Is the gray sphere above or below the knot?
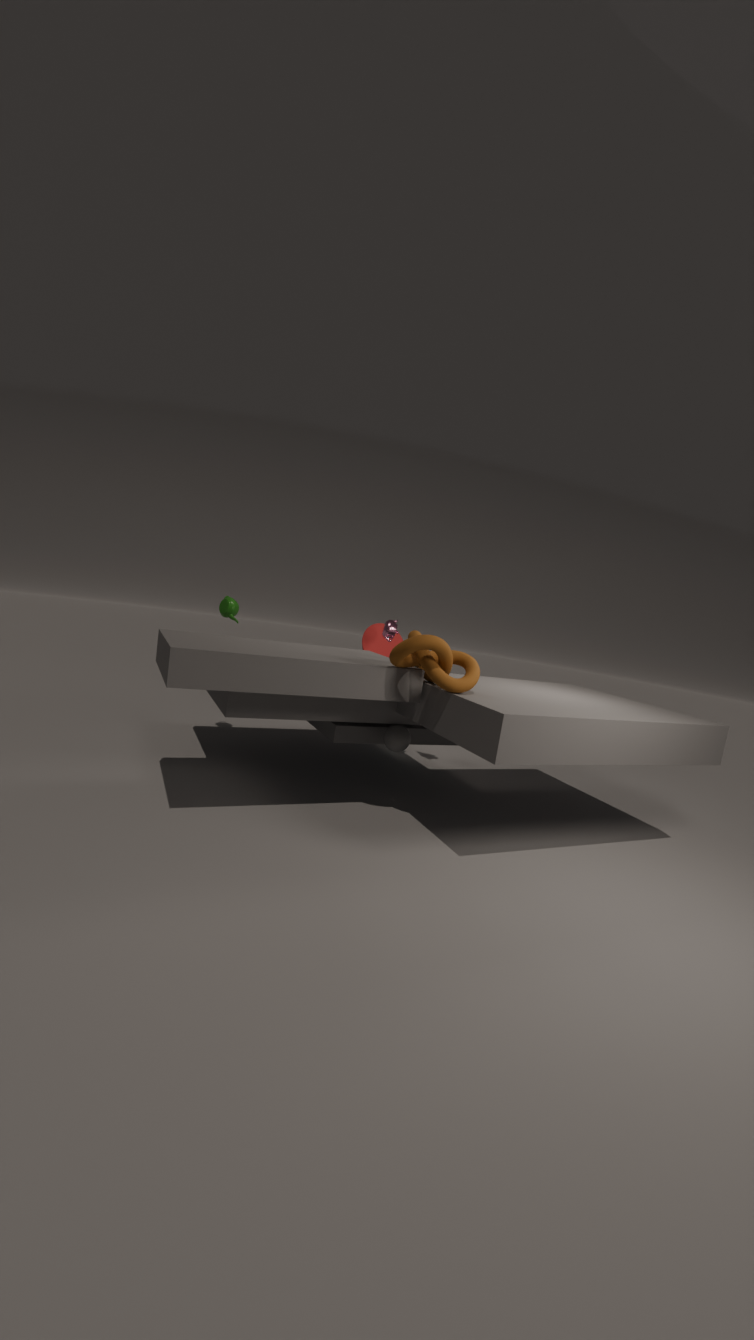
below
